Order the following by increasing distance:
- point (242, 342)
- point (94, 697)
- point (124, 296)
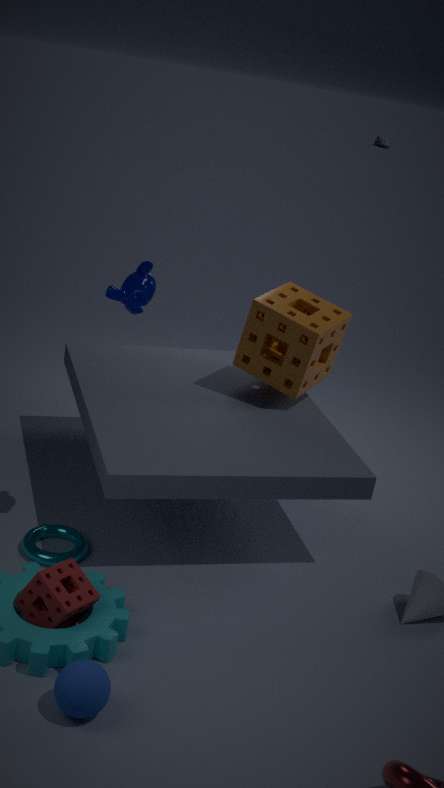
1. point (94, 697)
2. point (124, 296)
3. point (242, 342)
